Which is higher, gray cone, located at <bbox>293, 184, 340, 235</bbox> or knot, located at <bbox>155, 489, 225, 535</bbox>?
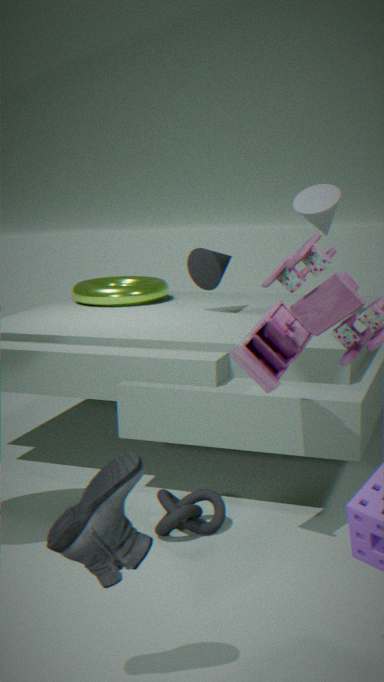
gray cone, located at <bbox>293, 184, 340, 235</bbox>
